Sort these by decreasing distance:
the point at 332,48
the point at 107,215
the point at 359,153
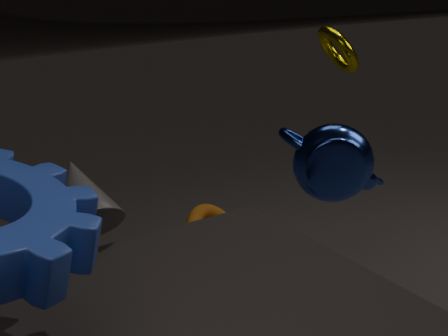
the point at 332,48, the point at 359,153, the point at 107,215
